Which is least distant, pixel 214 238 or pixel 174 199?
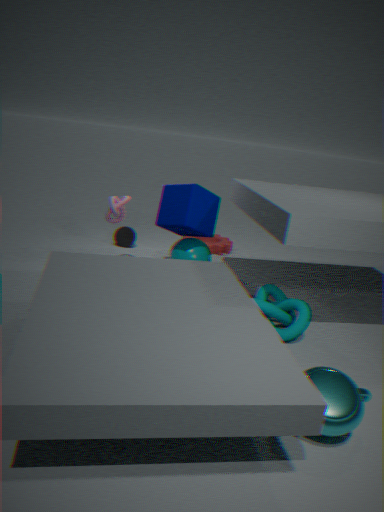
pixel 174 199
